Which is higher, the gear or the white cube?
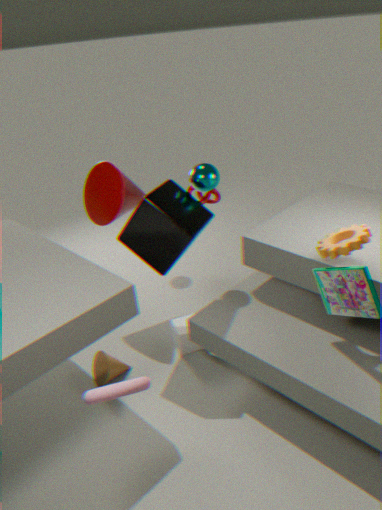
the gear
